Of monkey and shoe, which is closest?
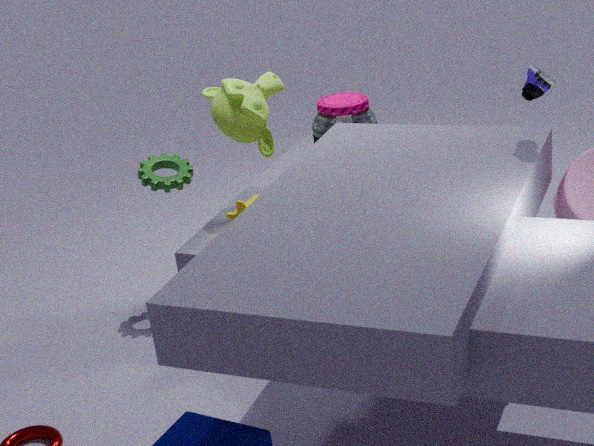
shoe
